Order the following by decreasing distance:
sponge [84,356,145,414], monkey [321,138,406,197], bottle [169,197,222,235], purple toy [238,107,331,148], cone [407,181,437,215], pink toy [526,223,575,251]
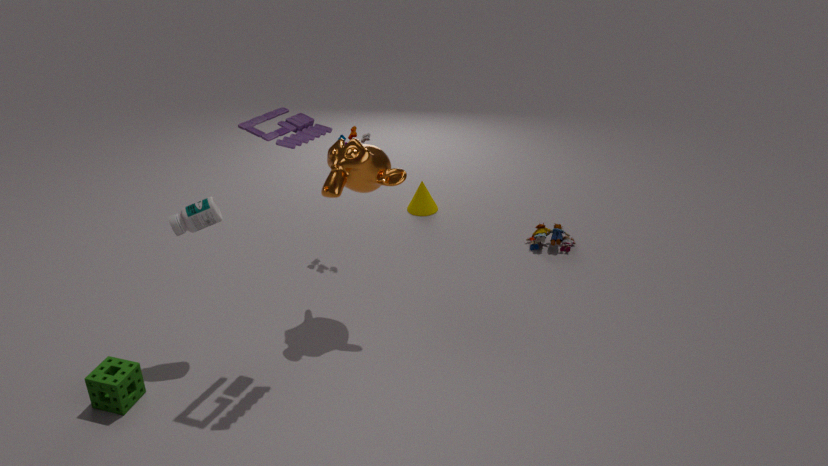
cone [407,181,437,215] < pink toy [526,223,575,251] < monkey [321,138,406,197] < bottle [169,197,222,235] < sponge [84,356,145,414] < purple toy [238,107,331,148]
